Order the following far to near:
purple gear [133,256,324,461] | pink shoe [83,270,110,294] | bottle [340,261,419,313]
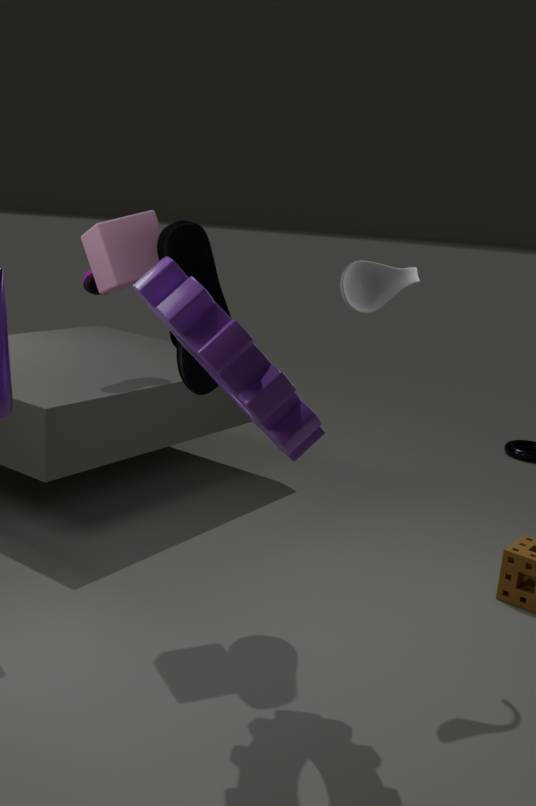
pink shoe [83,270,110,294], bottle [340,261,419,313], purple gear [133,256,324,461]
